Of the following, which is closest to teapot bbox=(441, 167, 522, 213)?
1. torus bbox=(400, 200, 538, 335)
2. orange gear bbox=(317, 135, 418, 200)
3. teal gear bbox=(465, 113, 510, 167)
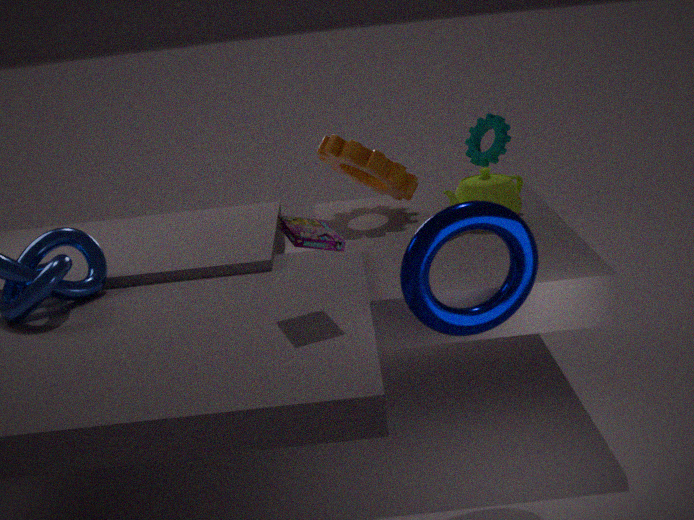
teal gear bbox=(465, 113, 510, 167)
